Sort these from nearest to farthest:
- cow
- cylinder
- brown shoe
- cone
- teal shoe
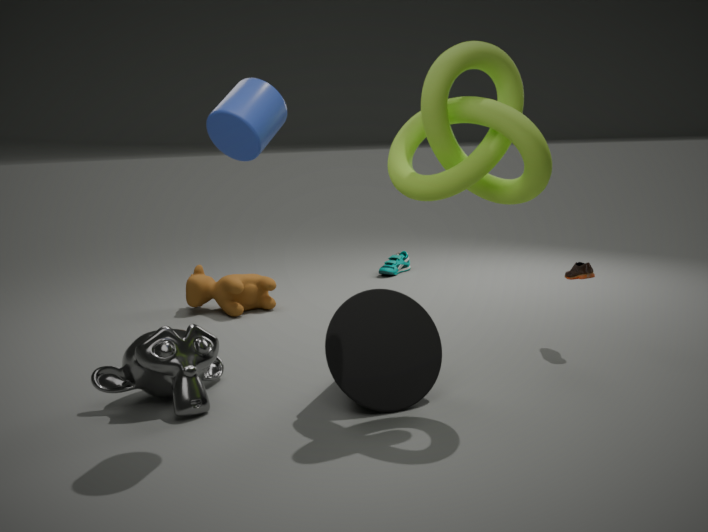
1. cylinder
2. cone
3. brown shoe
4. cow
5. teal shoe
